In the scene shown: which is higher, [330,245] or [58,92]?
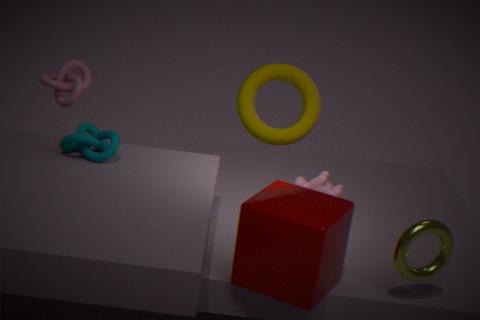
[58,92]
